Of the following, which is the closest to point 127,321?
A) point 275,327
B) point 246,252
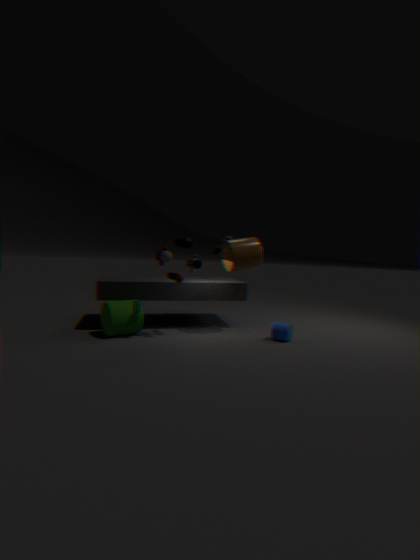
point 246,252
